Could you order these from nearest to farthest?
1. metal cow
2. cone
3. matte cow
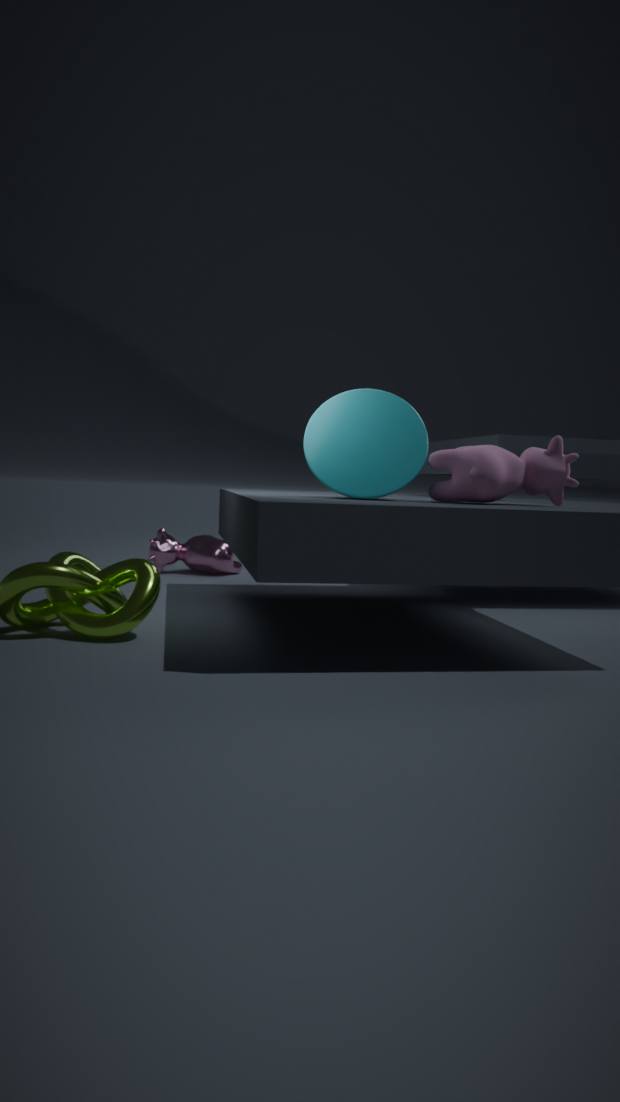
matte cow
cone
metal cow
